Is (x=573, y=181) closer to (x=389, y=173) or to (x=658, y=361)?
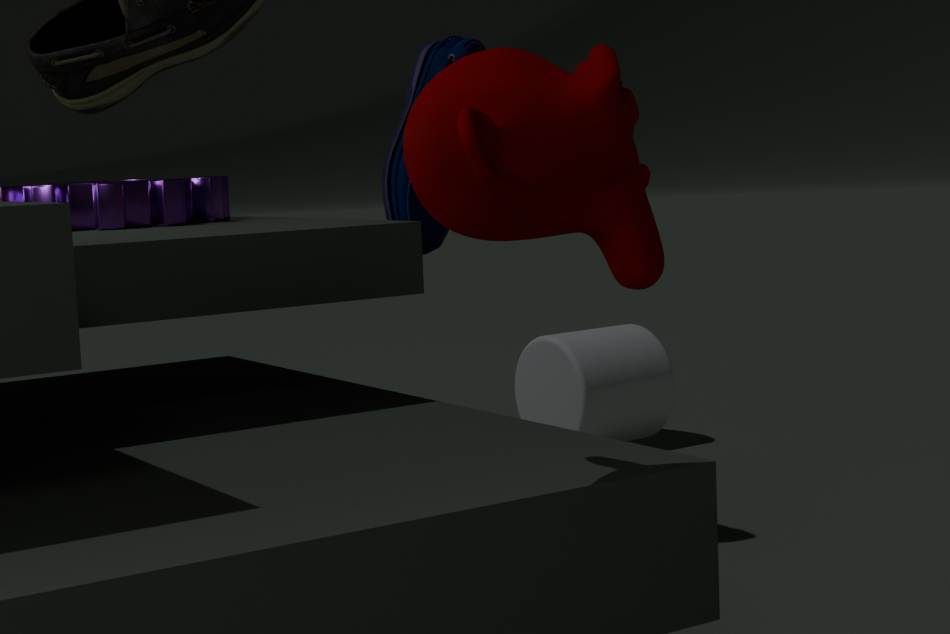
(x=389, y=173)
